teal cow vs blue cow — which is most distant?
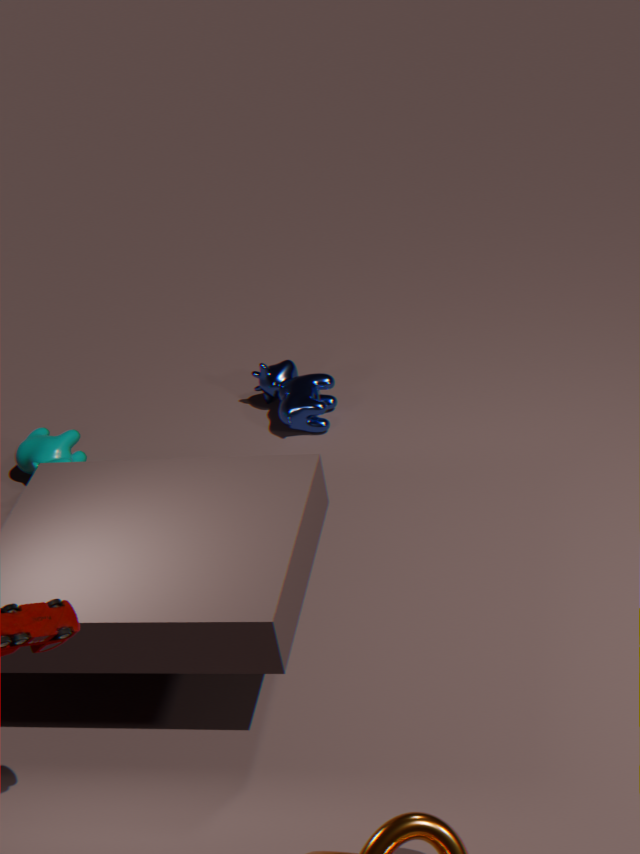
blue cow
